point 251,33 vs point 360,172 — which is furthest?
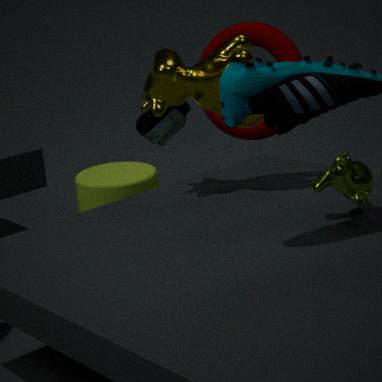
point 251,33
